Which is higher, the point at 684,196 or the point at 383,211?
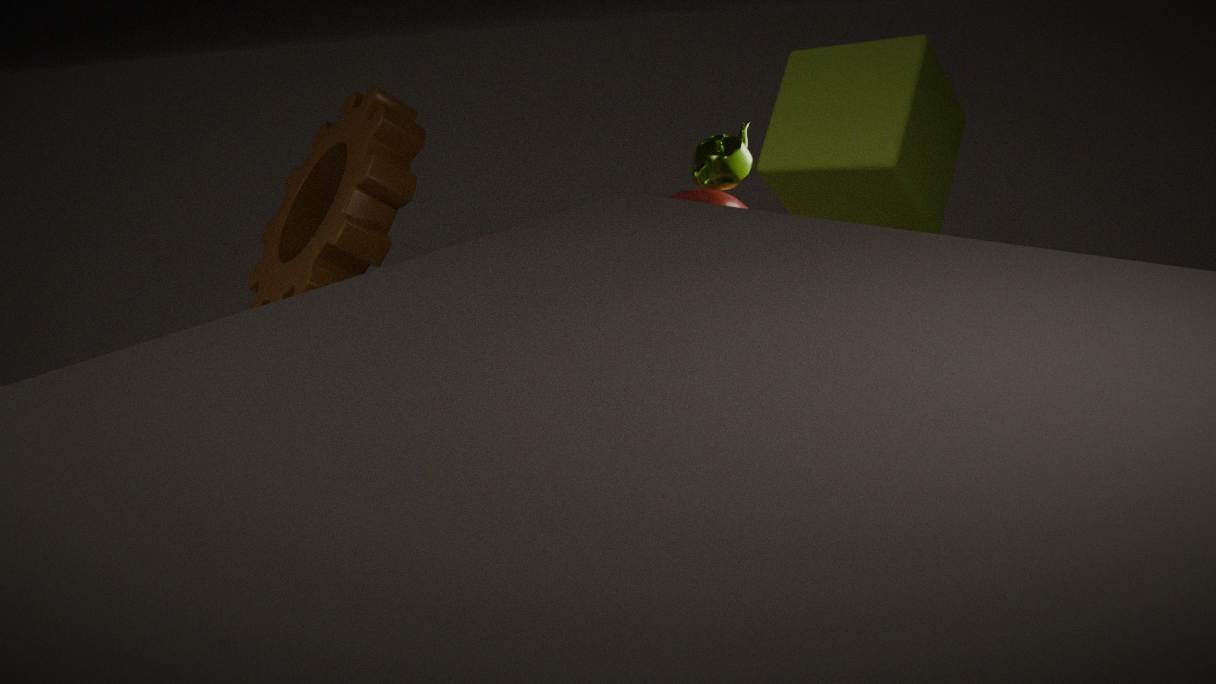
the point at 383,211
